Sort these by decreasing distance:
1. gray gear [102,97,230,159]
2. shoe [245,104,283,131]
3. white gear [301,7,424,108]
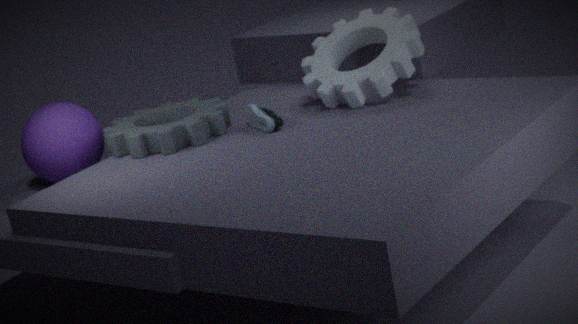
white gear [301,7,424,108] < gray gear [102,97,230,159] < shoe [245,104,283,131]
